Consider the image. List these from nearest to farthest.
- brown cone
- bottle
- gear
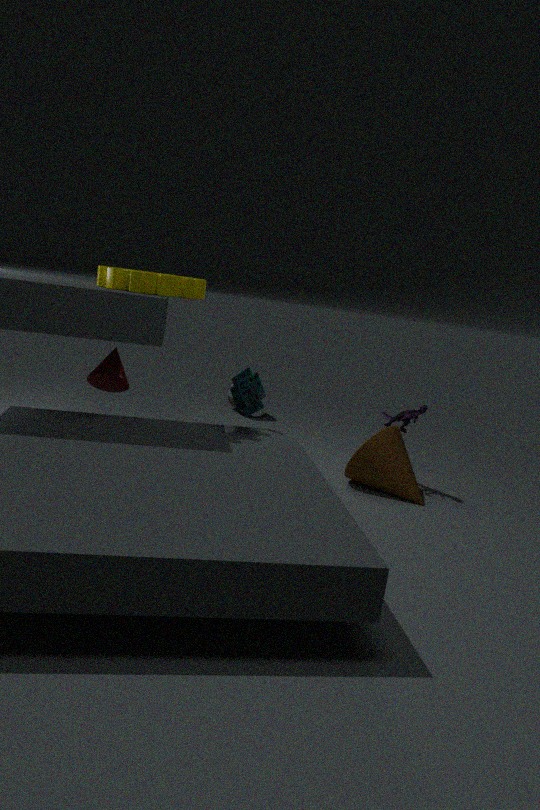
gear < brown cone < bottle
